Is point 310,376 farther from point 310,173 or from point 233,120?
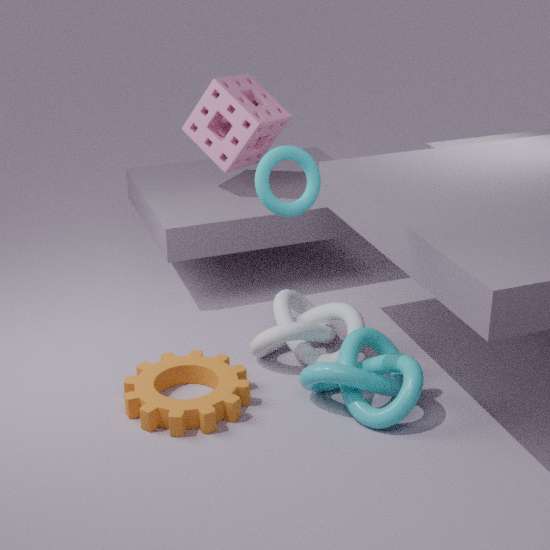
point 233,120
